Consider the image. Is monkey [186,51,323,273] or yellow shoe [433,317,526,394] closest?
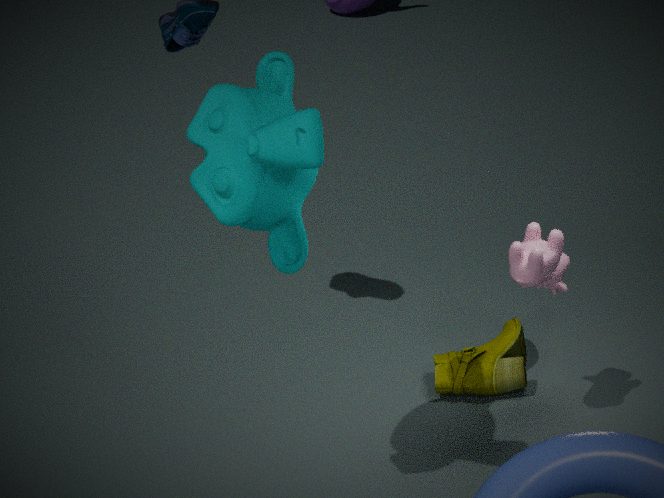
monkey [186,51,323,273]
